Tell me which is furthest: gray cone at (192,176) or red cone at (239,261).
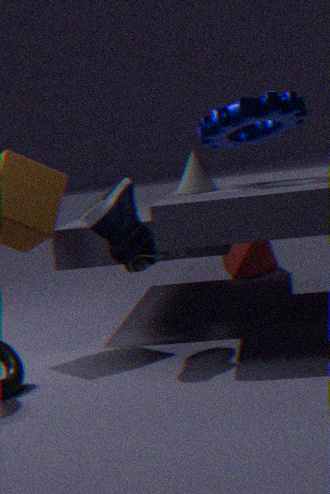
red cone at (239,261)
